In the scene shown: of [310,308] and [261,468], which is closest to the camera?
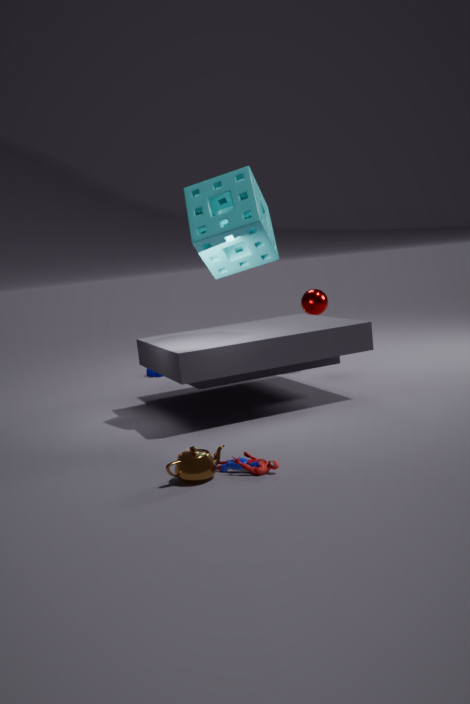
[261,468]
